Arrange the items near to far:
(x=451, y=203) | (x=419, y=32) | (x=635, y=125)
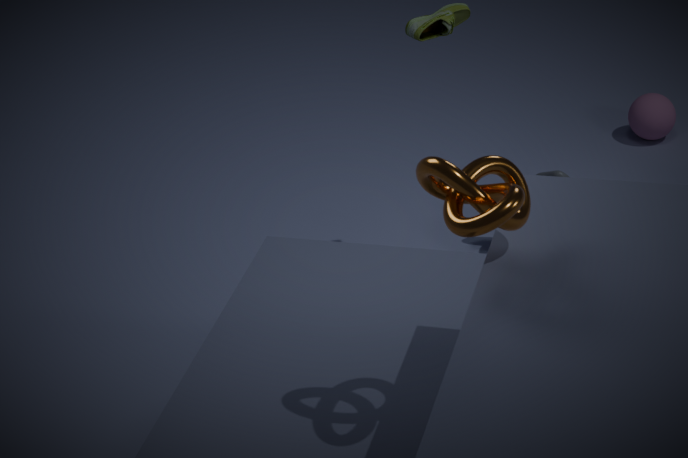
1. (x=451, y=203)
2. (x=419, y=32)
3. (x=635, y=125)
